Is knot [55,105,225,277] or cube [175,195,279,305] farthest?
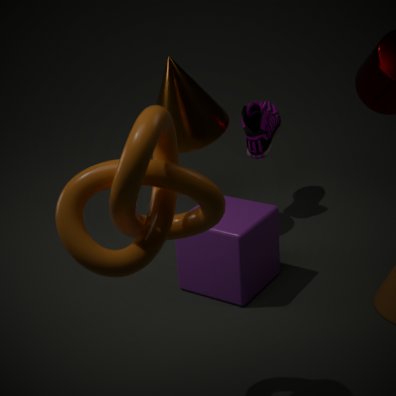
cube [175,195,279,305]
